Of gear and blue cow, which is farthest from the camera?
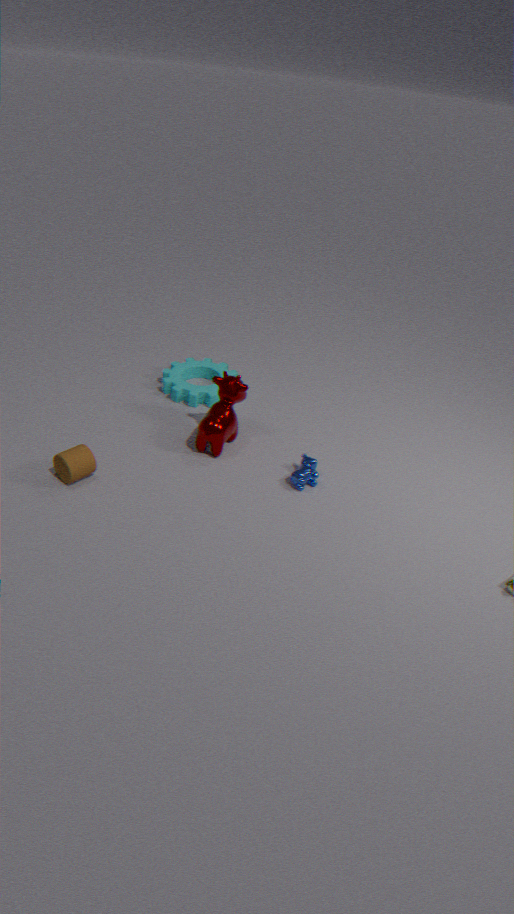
gear
